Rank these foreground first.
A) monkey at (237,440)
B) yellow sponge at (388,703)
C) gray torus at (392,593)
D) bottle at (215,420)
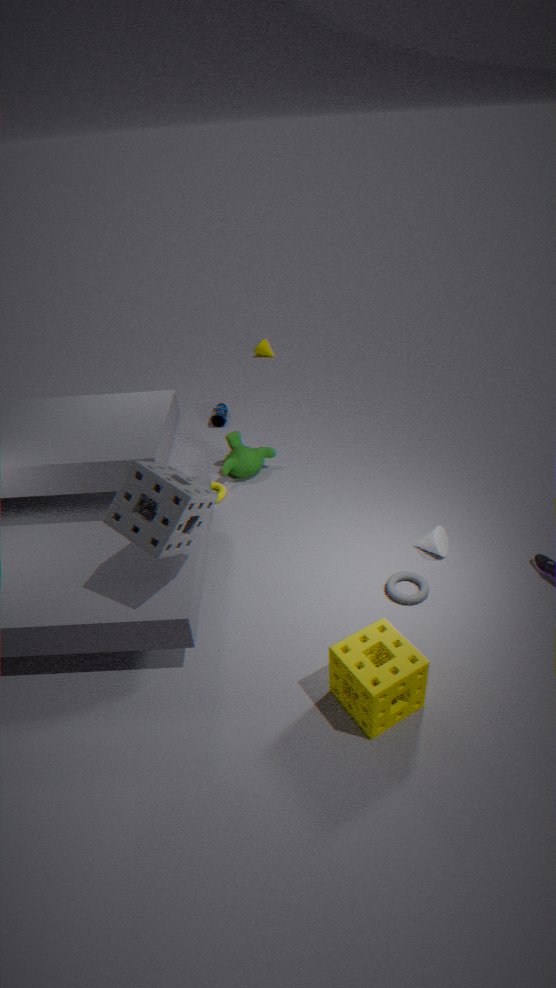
yellow sponge at (388,703) < gray torus at (392,593) < monkey at (237,440) < bottle at (215,420)
